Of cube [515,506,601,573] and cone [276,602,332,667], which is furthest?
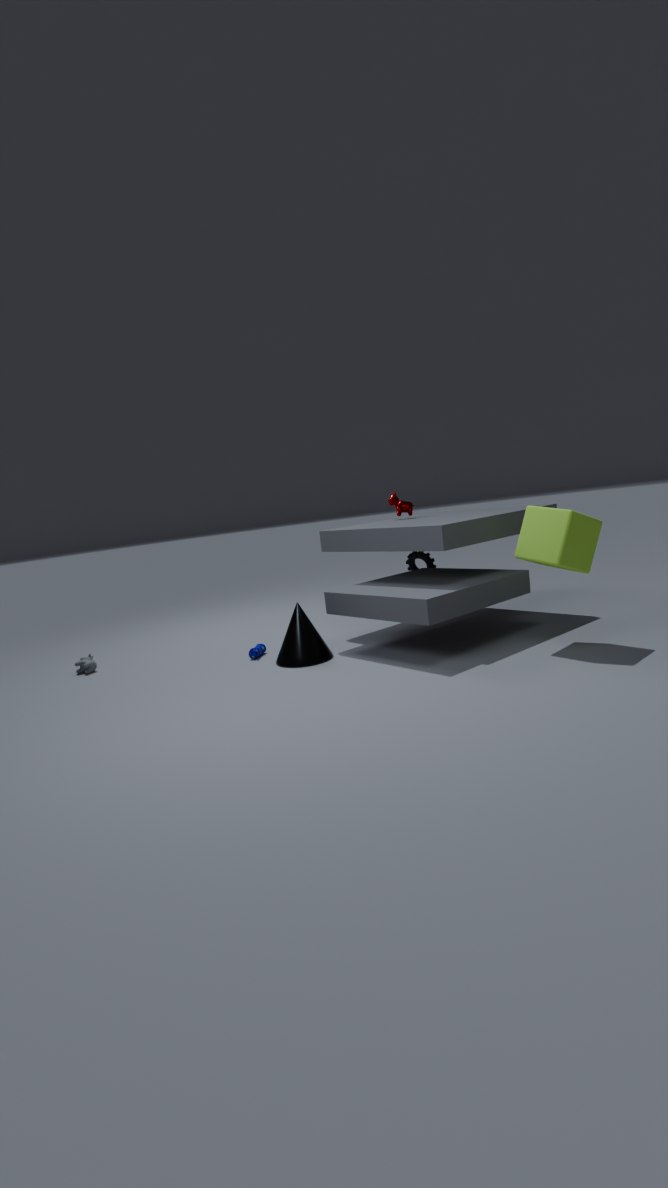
cone [276,602,332,667]
